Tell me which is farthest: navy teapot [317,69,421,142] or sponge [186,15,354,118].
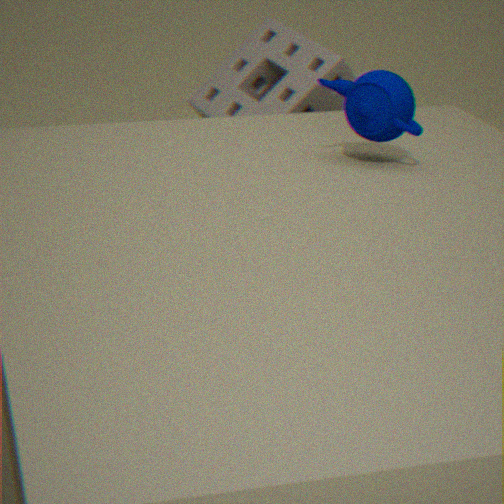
sponge [186,15,354,118]
